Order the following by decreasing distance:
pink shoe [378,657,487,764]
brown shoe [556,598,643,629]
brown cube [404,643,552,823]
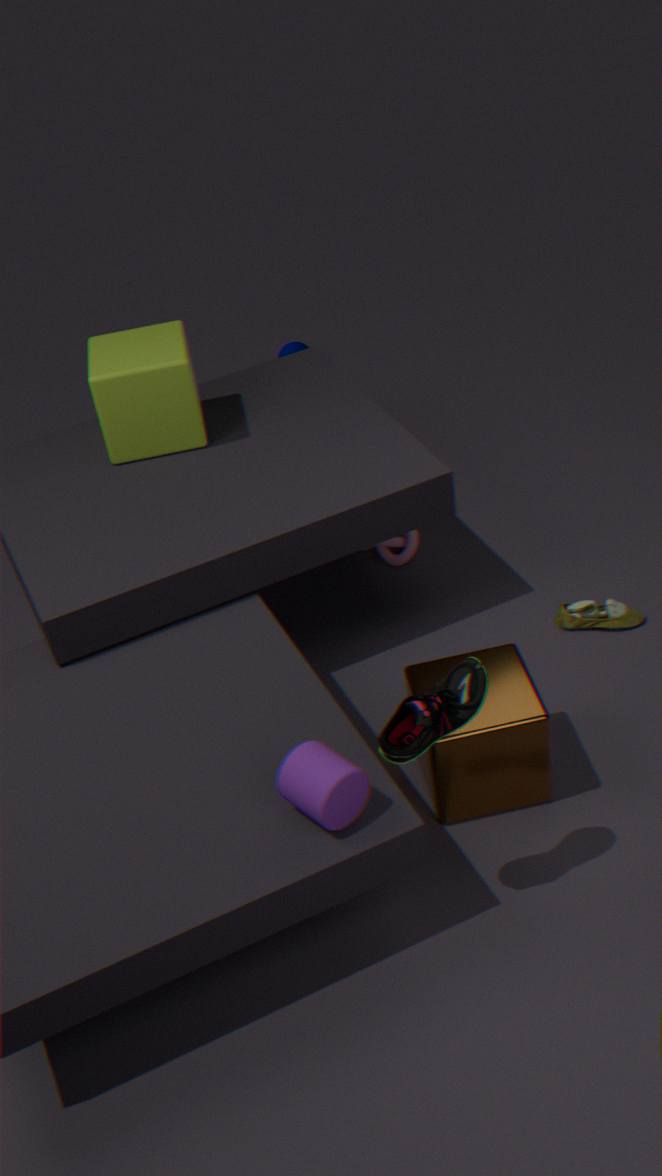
brown shoe [556,598,643,629] → brown cube [404,643,552,823] → pink shoe [378,657,487,764]
